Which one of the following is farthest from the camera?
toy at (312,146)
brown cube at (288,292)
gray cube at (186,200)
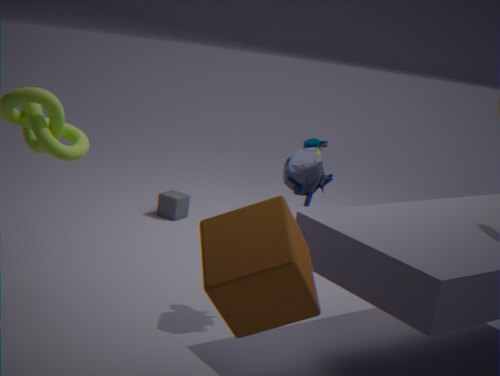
gray cube at (186,200)
